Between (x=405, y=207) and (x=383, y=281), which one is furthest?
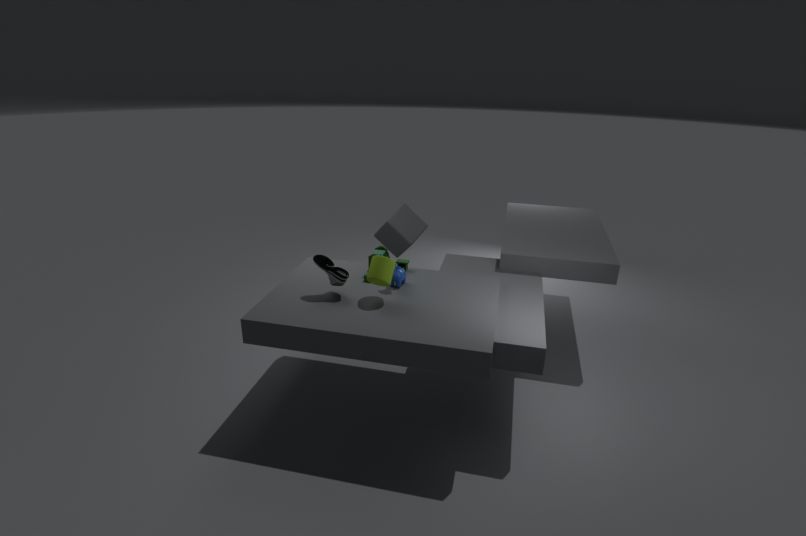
(x=405, y=207)
